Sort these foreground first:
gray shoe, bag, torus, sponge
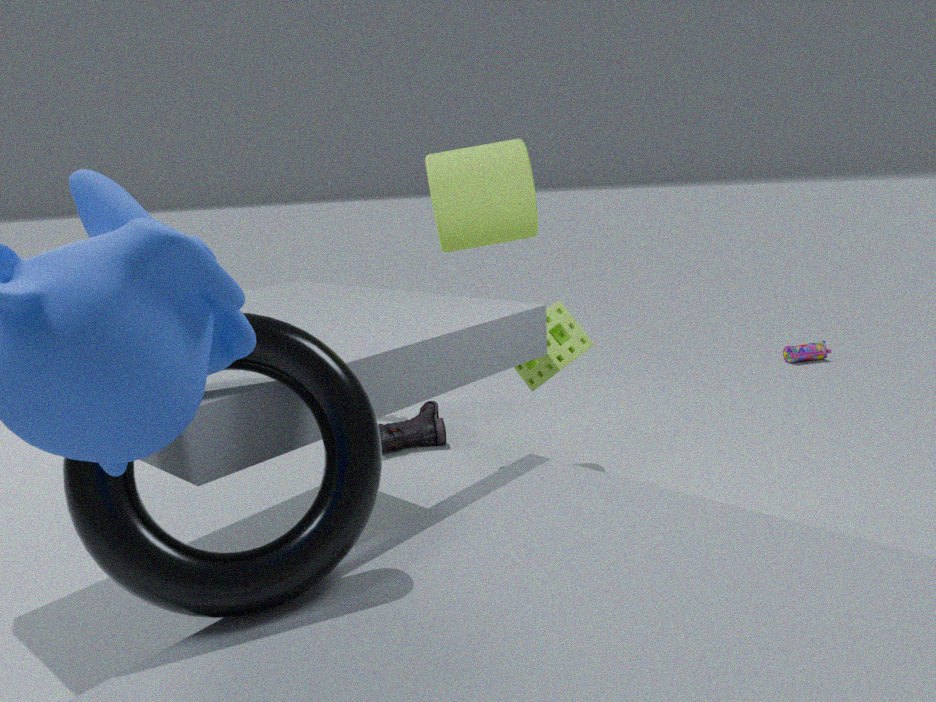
torus < sponge < gray shoe < bag
